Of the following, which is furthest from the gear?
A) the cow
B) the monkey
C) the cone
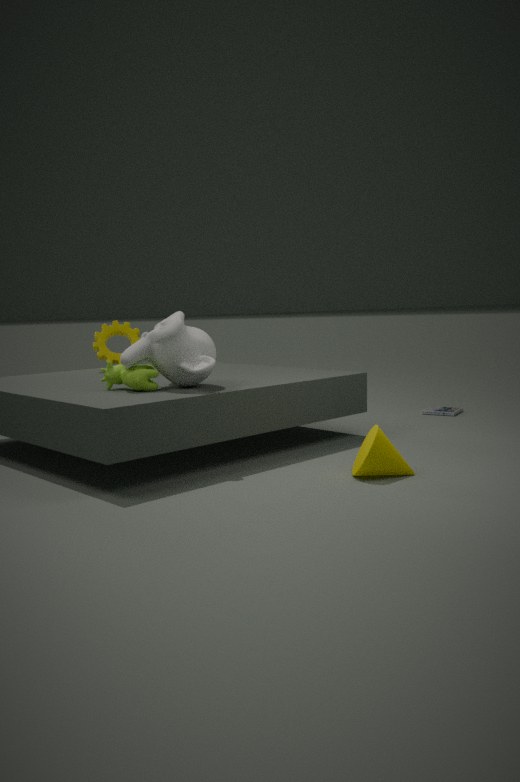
the cone
